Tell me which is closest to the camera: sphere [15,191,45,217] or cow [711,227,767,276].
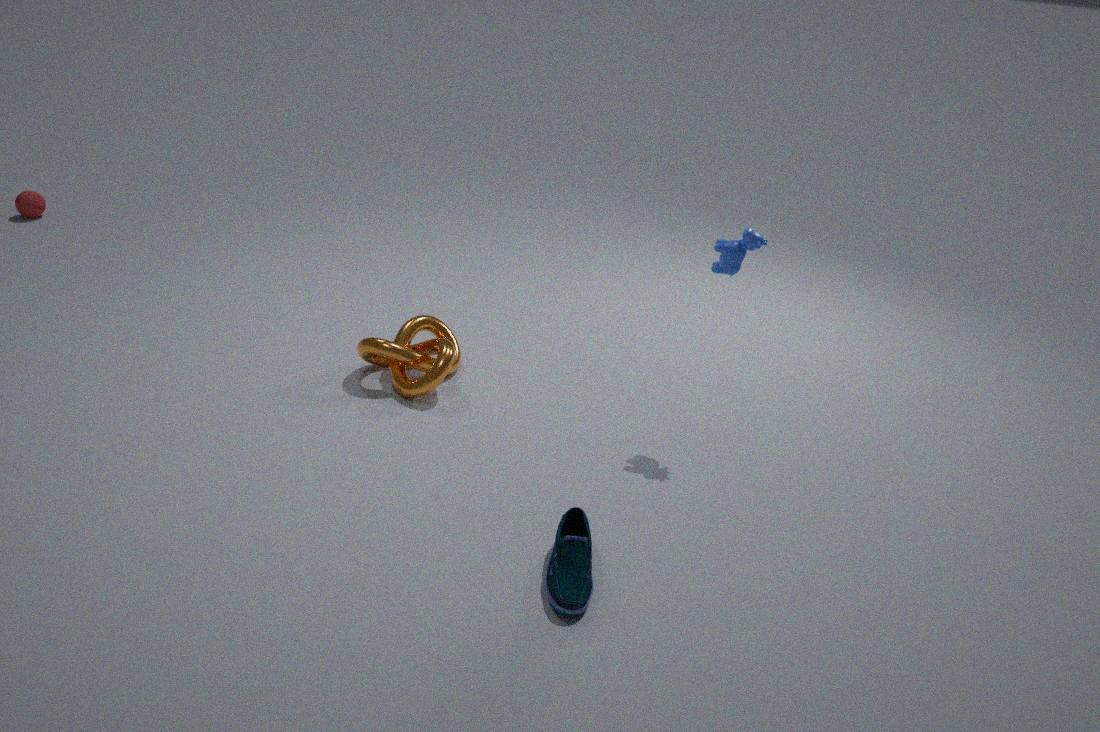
cow [711,227,767,276]
